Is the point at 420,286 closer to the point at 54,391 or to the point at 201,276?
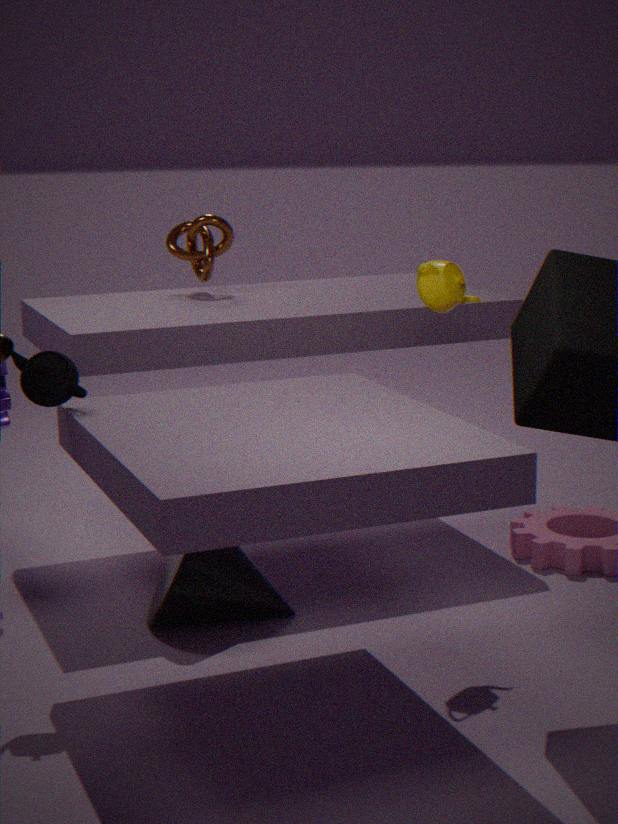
the point at 54,391
